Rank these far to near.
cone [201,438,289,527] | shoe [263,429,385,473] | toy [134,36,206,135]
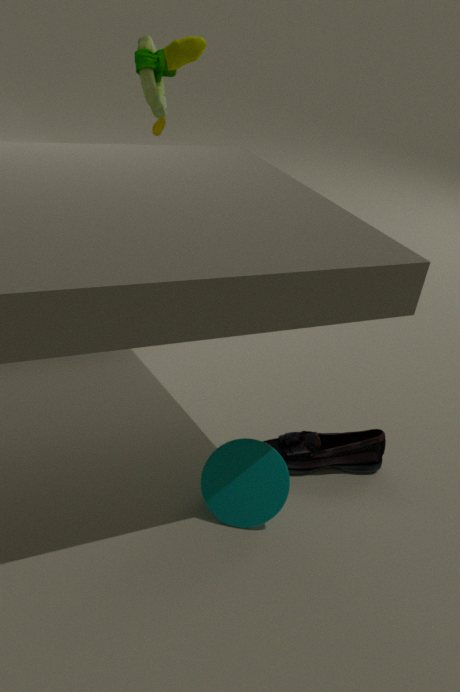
toy [134,36,206,135] < shoe [263,429,385,473] < cone [201,438,289,527]
